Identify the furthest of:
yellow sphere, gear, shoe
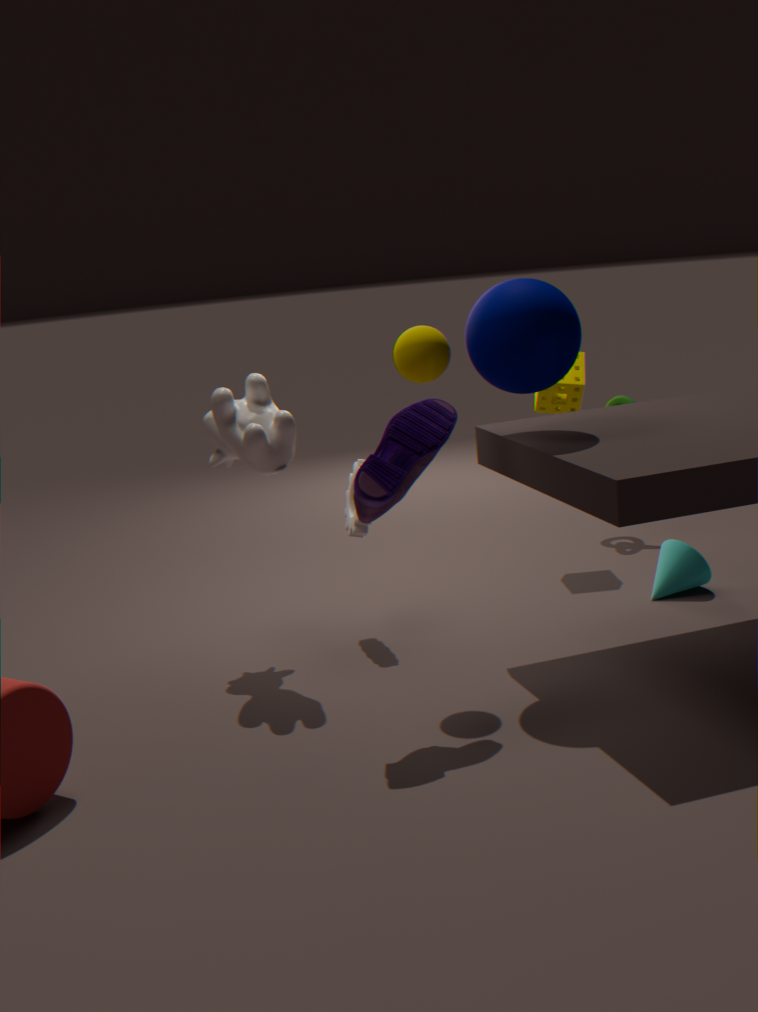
gear
